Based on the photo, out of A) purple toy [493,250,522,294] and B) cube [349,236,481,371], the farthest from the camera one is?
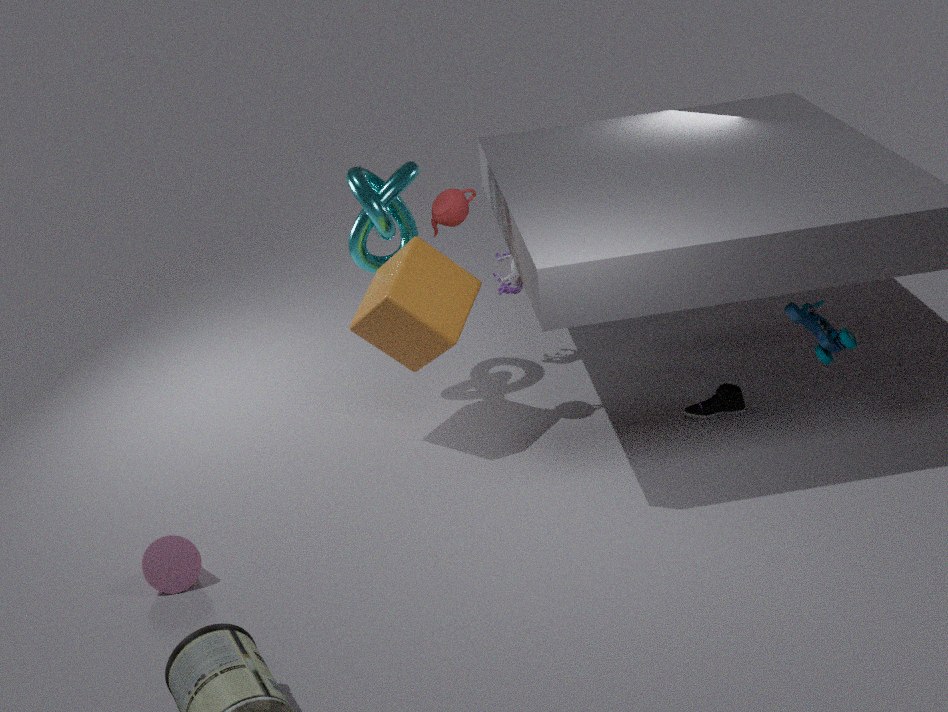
A. purple toy [493,250,522,294]
